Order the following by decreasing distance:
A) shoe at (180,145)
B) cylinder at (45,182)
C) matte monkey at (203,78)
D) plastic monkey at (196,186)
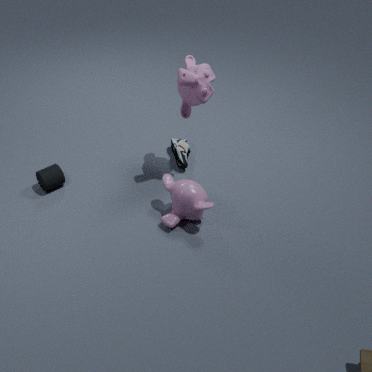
1. shoe at (180,145)
2. cylinder at (45,182)
3. matte monkey at (203,78)
4. plastic monkey at (196,186)
